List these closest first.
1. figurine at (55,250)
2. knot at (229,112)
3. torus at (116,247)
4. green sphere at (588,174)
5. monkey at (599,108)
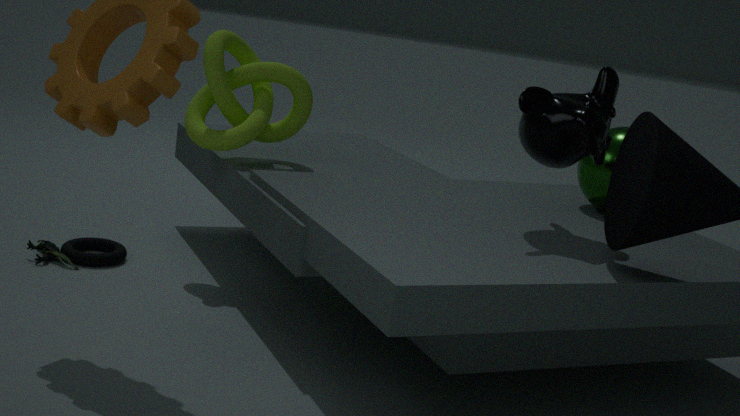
monkey at (599,108) → green sphere at (588,174) → knot at (229,112) → figurine at (55,250) → torus at (116,247)
